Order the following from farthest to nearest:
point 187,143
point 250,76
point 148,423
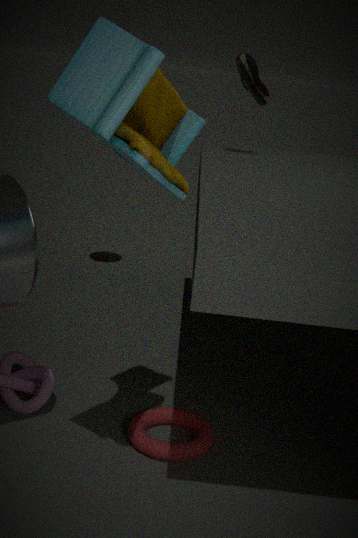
point 250,76 < point 148,423 < point 187,143
